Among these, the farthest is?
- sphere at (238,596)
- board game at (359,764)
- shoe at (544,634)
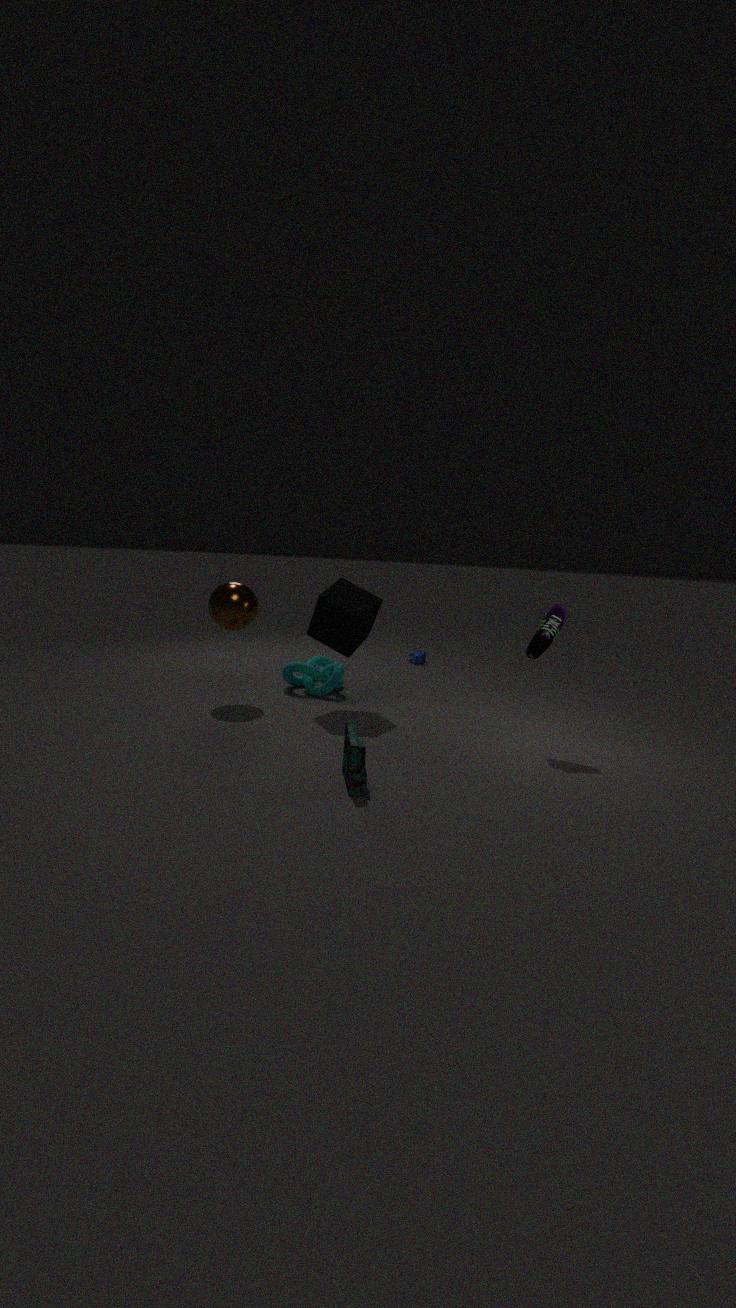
sphere at (238,596)
